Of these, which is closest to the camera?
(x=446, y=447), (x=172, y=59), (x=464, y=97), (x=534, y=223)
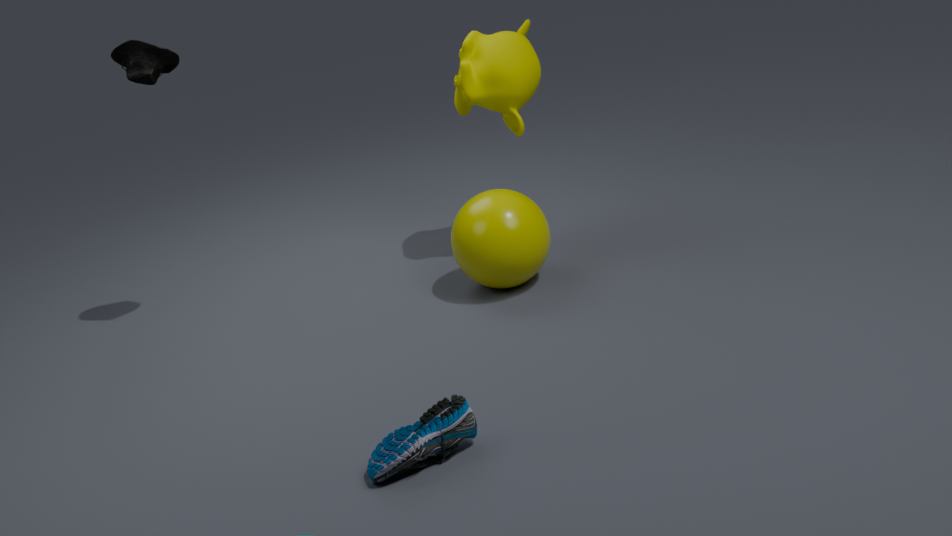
(x=446, y=447)
